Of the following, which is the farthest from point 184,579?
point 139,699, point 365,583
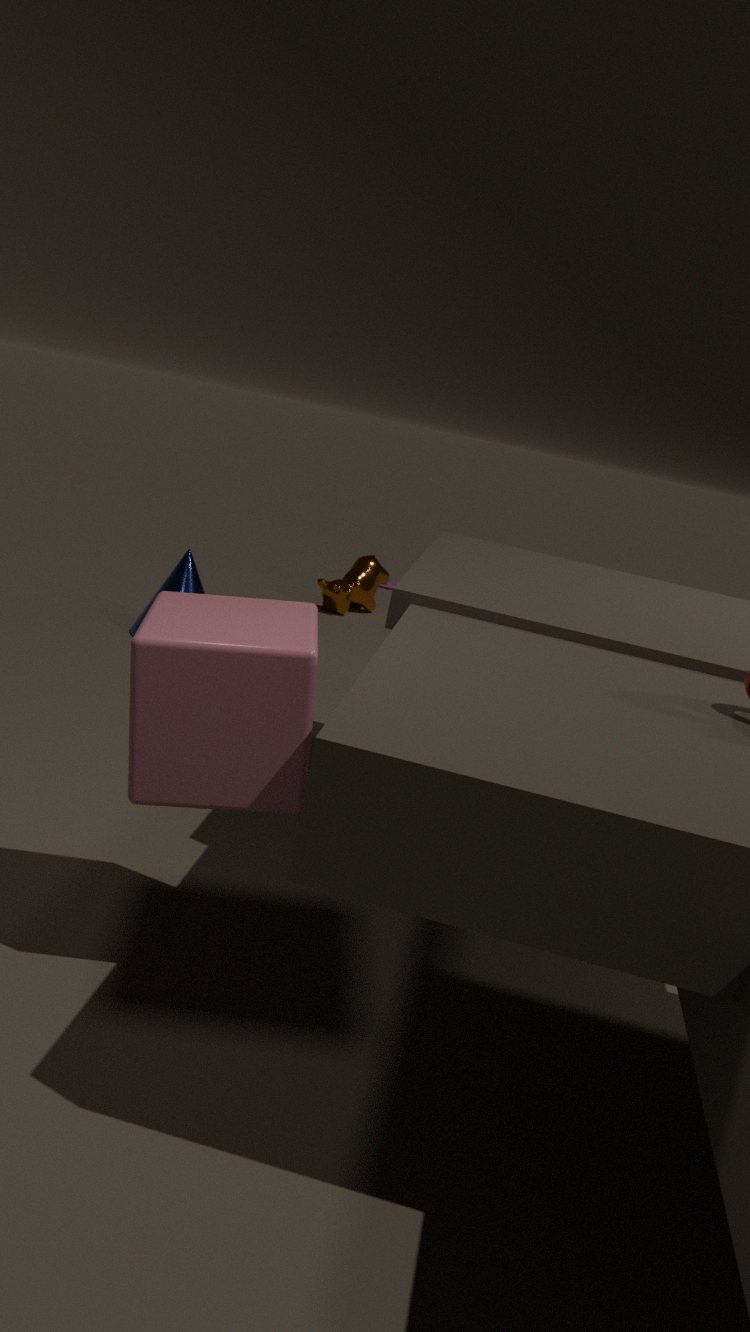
point 139,699
